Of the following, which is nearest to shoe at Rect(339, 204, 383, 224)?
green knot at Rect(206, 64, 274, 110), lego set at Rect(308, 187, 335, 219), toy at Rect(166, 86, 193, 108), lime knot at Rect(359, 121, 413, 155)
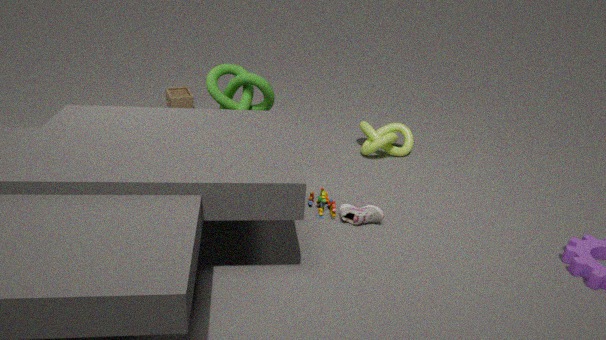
lego set at Rect(308, 187, 335, 219)
